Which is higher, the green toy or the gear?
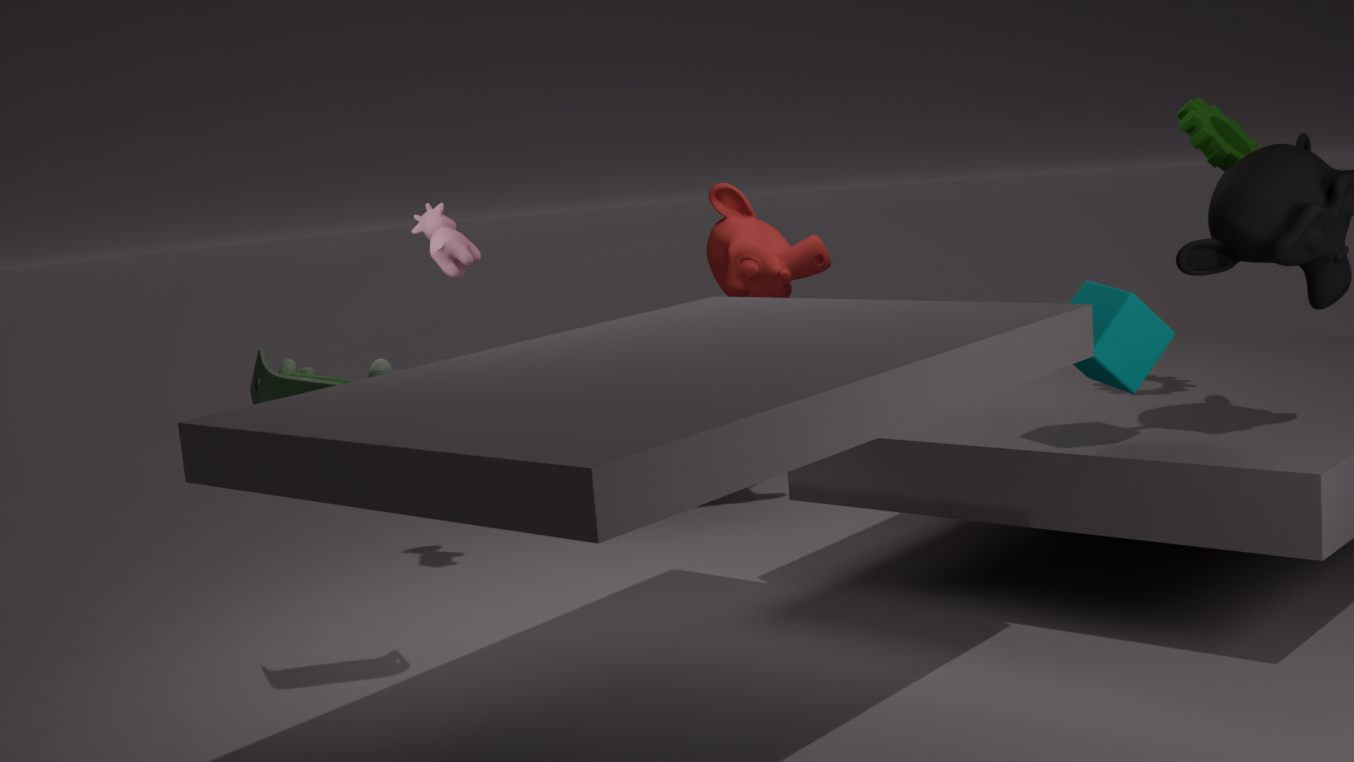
the gear
